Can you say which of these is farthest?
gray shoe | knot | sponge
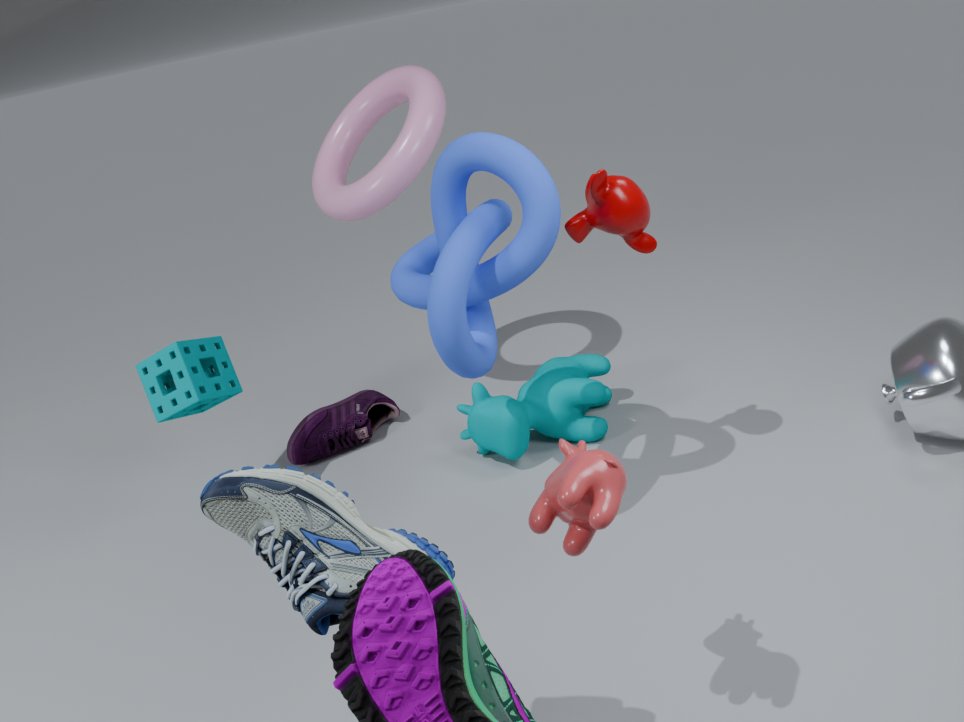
sponge
